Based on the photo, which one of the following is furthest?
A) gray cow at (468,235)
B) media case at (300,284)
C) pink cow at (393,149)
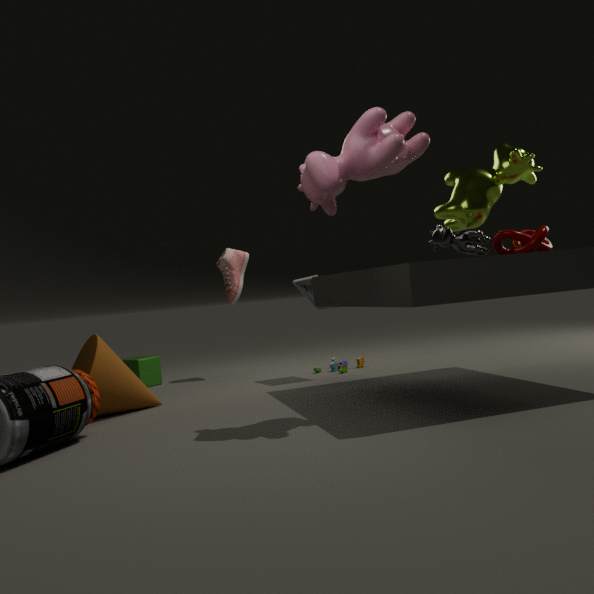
media case at (300,284)
